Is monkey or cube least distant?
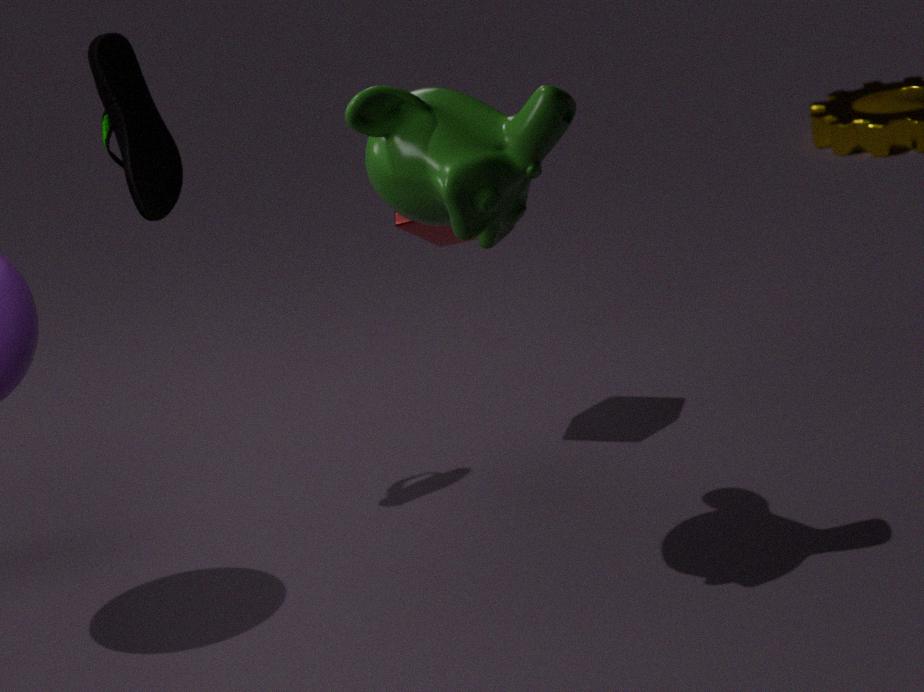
monkey
